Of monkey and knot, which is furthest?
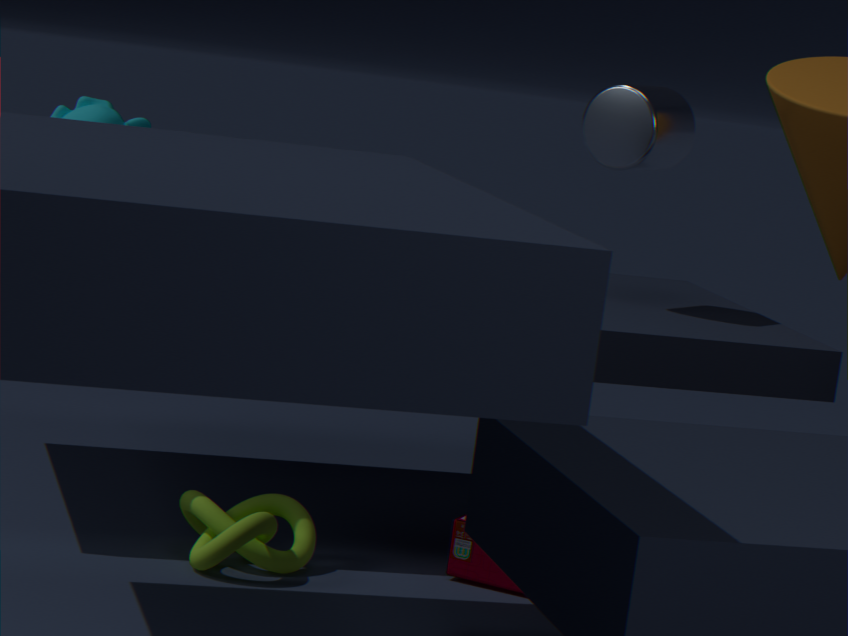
monkey
